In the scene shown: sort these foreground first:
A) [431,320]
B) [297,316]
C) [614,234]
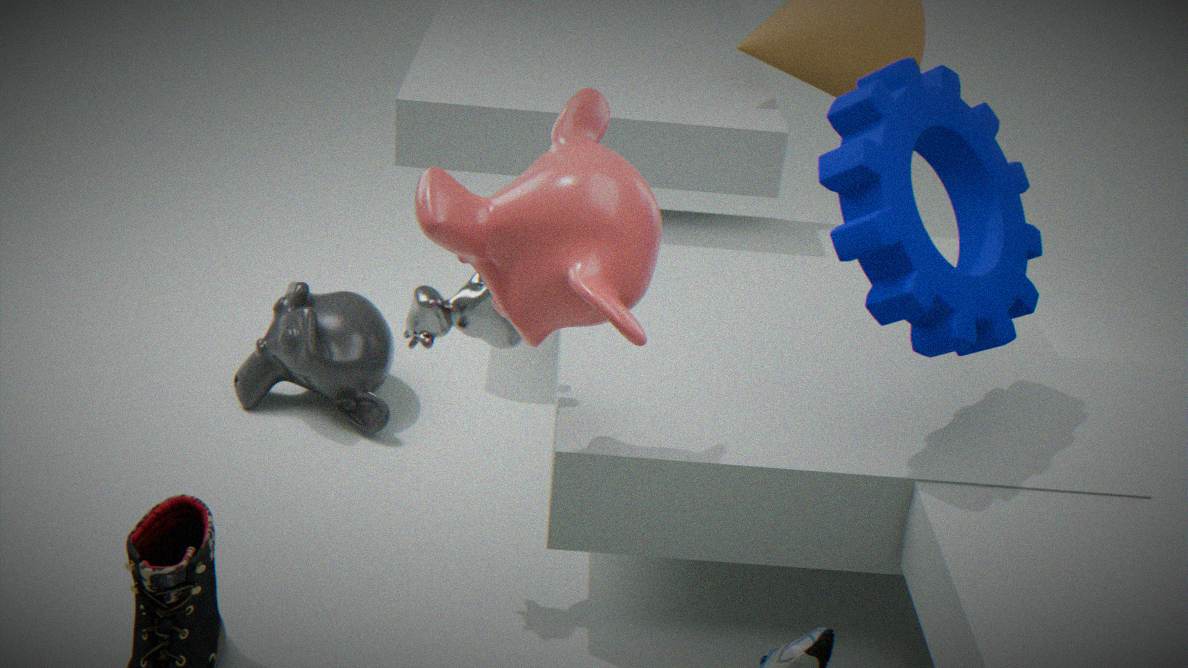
[614,234] → [431,320] → [297,316]
